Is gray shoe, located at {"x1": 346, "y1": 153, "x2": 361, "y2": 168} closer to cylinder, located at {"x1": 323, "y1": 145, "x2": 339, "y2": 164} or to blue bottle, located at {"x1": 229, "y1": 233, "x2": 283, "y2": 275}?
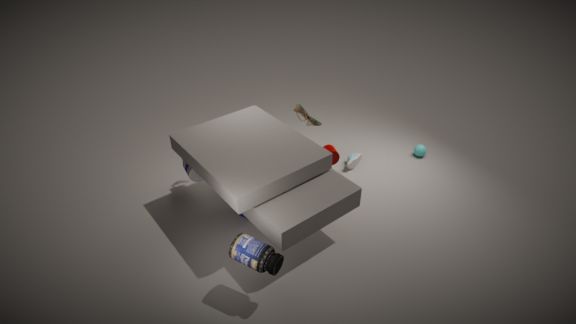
cylinder, located at {"x1": 323, "y1": 145, "x2": 339, "y2": 164}
